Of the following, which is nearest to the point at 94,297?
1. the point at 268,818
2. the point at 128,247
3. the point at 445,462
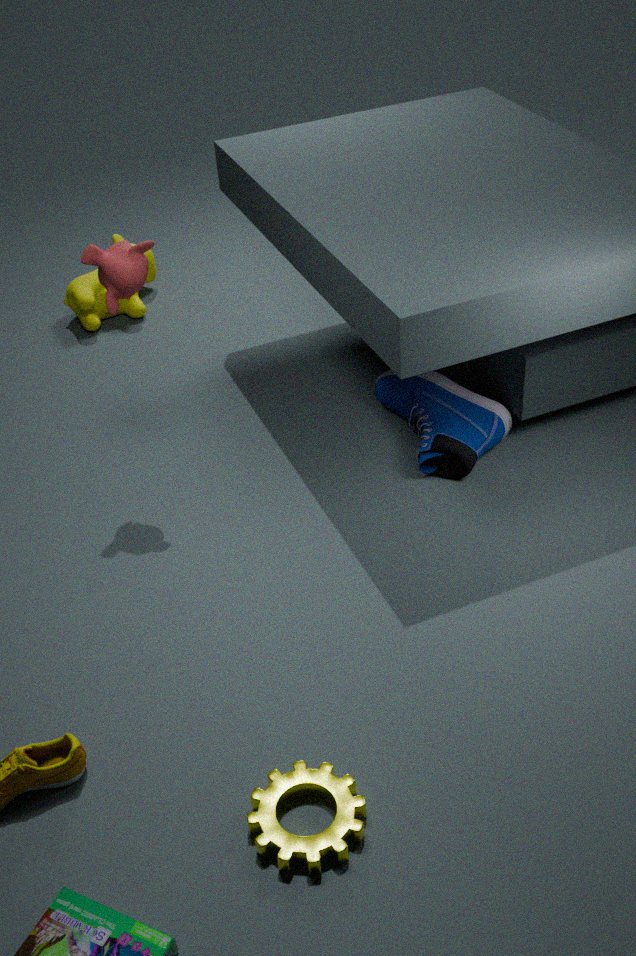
the point at 128,247
